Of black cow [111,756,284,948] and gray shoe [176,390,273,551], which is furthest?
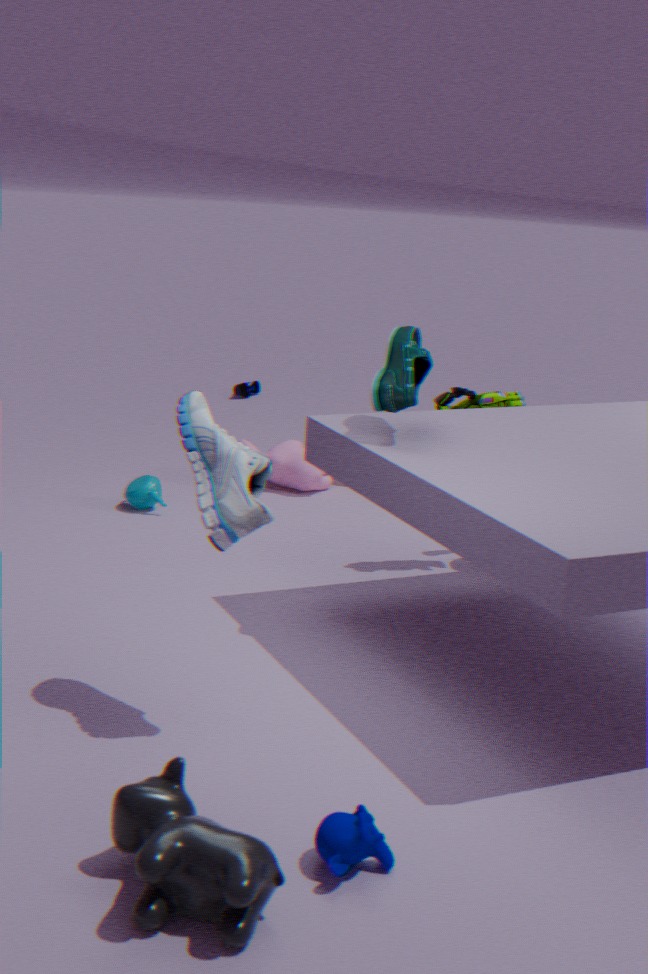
gray shoe [176,390,273,551]
